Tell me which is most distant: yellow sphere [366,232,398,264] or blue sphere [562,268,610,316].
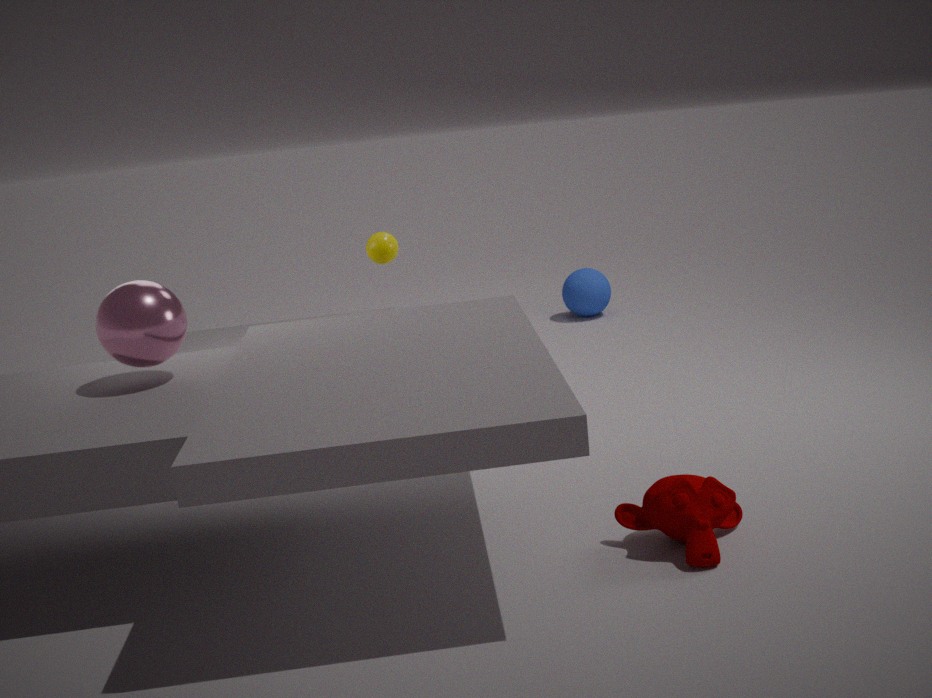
blue sphere [562,268,610,316]
